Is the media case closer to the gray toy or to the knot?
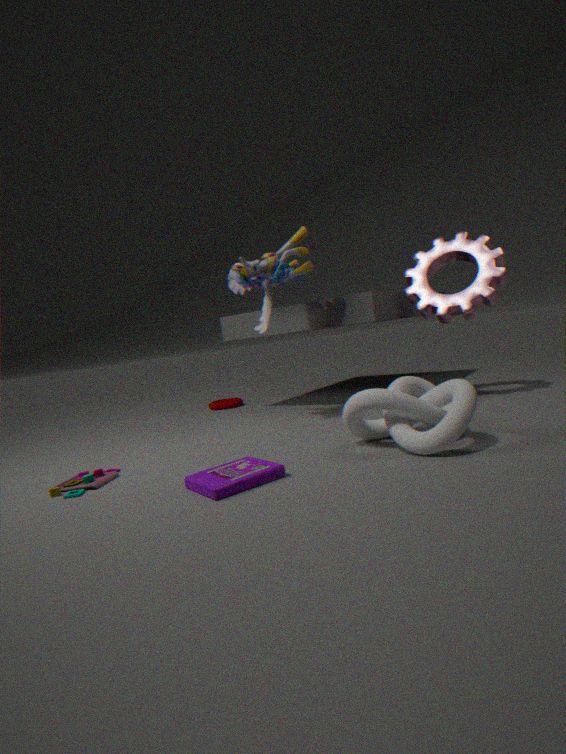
the knot
